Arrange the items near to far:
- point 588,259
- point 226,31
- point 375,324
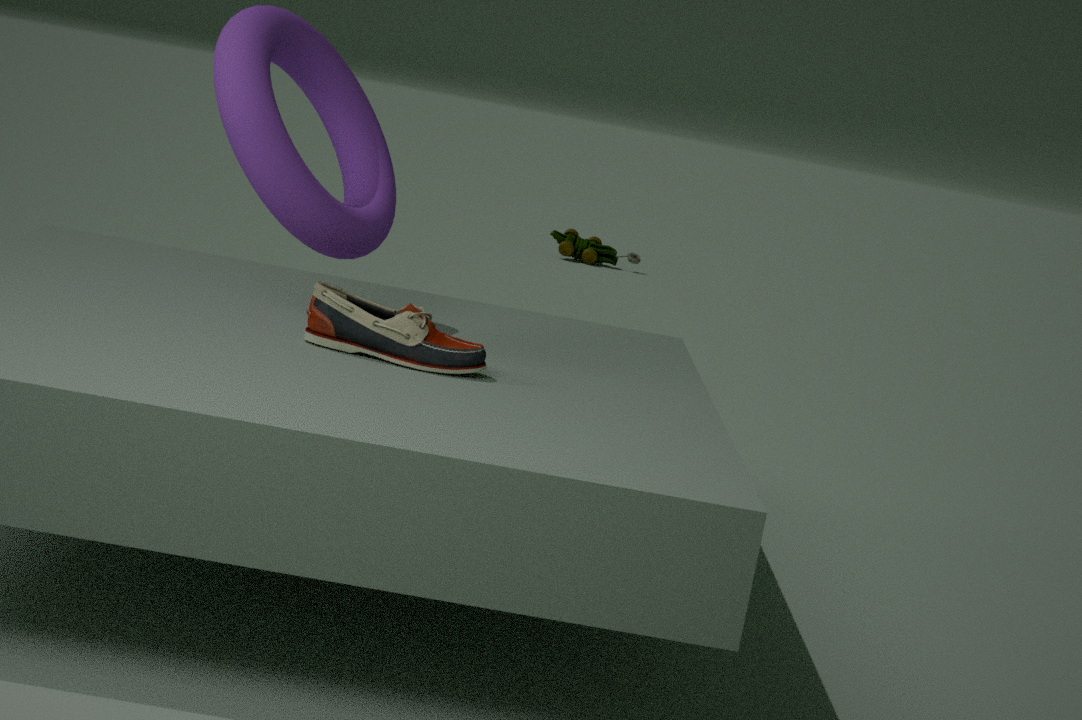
point 375,324 → point 226,31 → point 588,259
